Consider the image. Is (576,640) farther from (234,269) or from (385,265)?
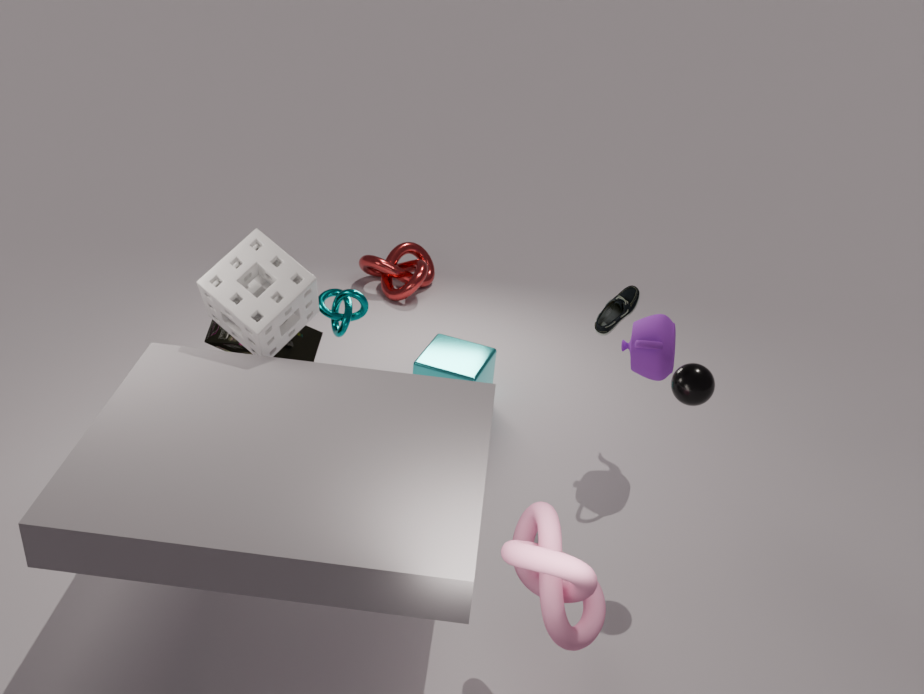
(385,265)
